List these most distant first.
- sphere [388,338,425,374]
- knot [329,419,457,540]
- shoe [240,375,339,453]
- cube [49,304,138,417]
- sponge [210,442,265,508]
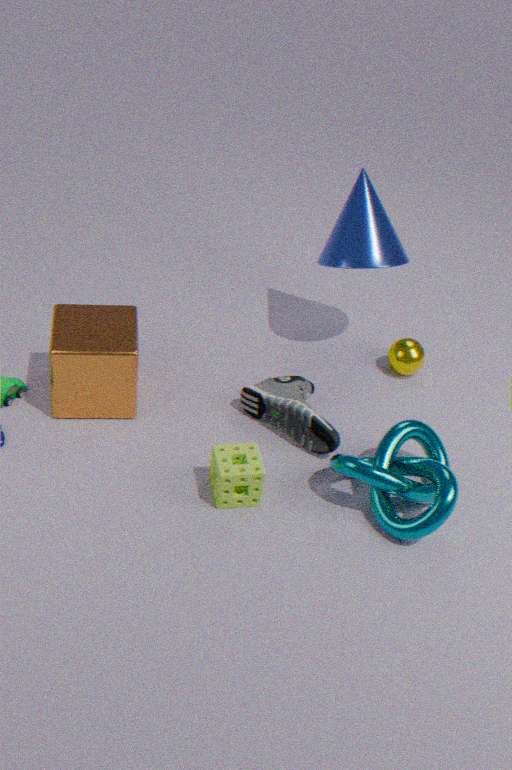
sphere [388,338,425,374], shoe [240,375,339,453], cube [49,304,138,417], sponge [210,442,265,508], knot [329,419,457,540]
